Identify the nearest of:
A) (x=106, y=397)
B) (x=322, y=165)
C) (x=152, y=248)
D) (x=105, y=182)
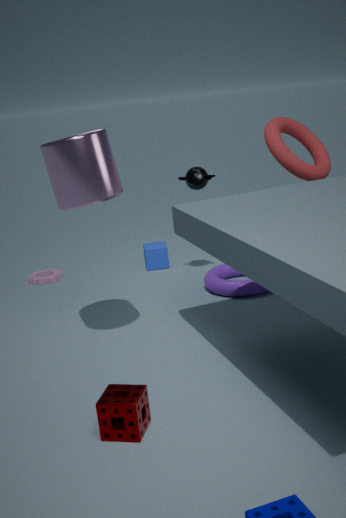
(x=106, y=397)
